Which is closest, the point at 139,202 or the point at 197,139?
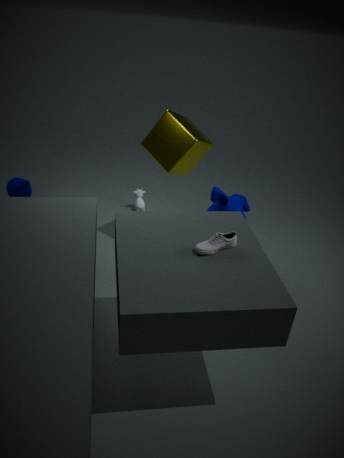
the point at 197,139
